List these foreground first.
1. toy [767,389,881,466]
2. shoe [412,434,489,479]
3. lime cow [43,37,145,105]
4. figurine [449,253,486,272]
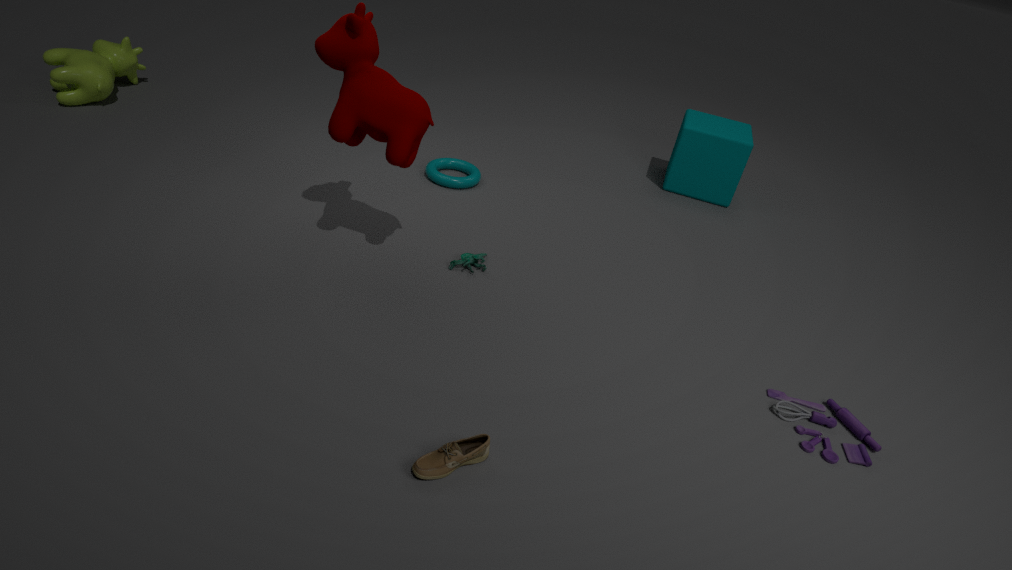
shoe [412,434,489,479] < toy [767,389,881,466] < figurine [449,253,486,272] < lime cow [43,37,145,105]
